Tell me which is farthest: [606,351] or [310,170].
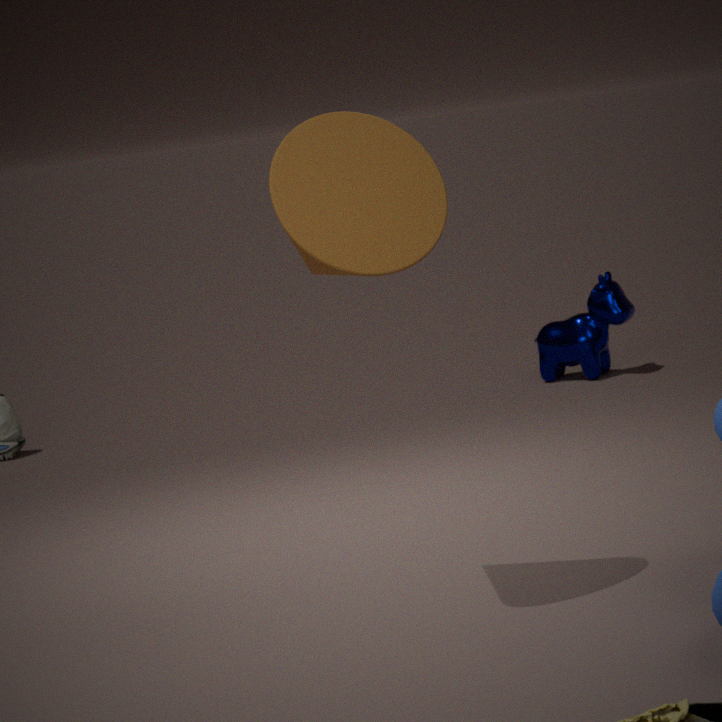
[606,351]
